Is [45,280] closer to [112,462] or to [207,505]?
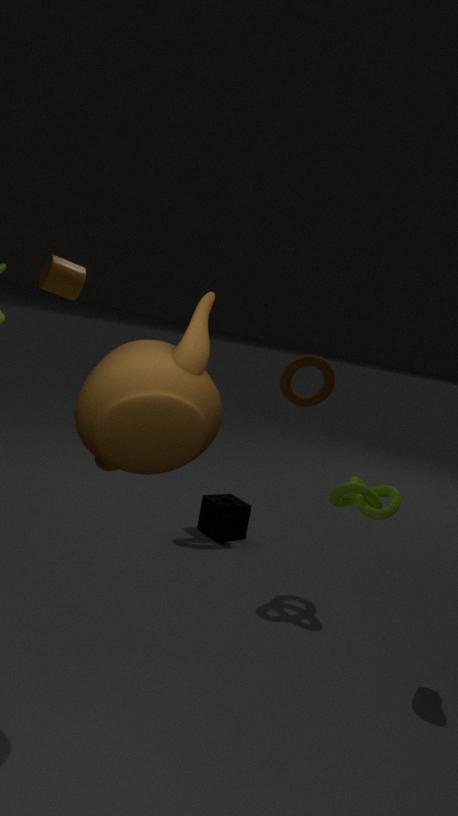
[207,505]
